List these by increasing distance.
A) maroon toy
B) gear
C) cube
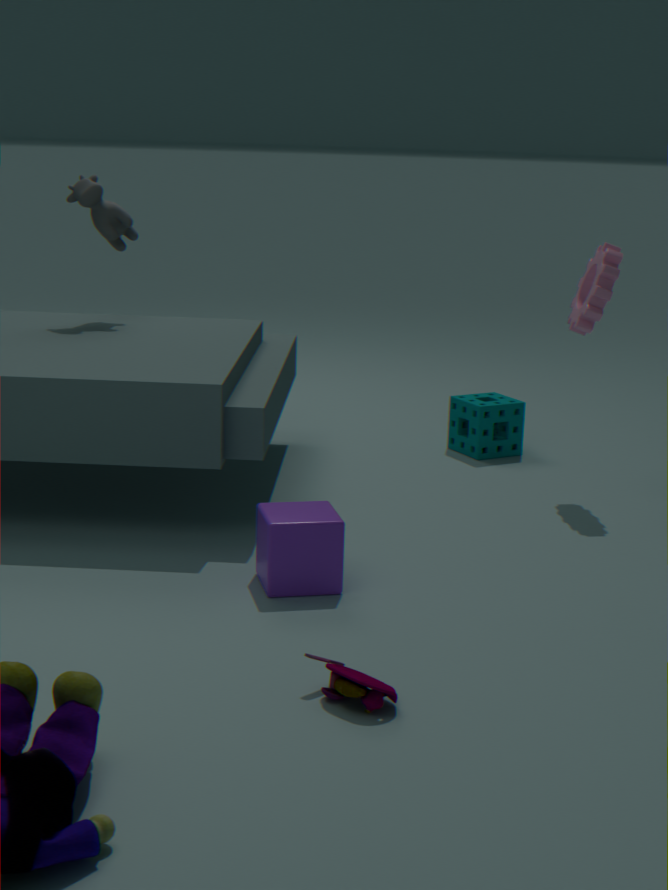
A. maroon toy → C. cube → B. gear
